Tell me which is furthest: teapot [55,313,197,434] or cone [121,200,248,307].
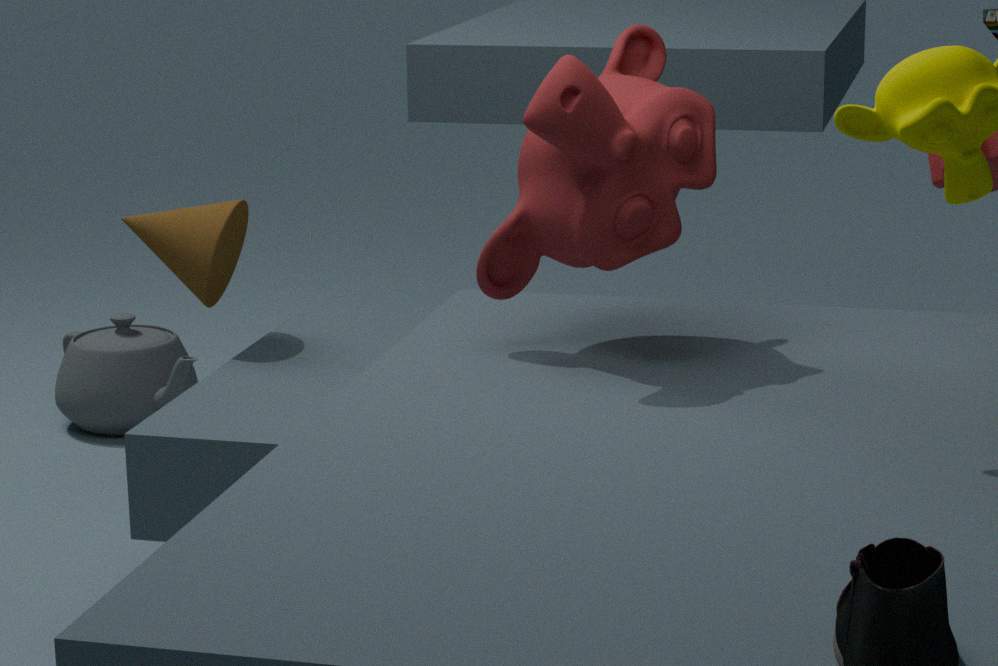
teapot [55,313,197,434]
